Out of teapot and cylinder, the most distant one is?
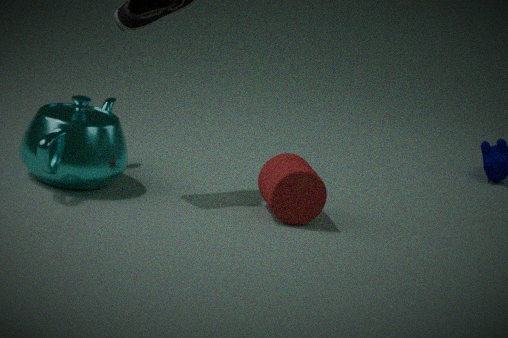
cylinder
